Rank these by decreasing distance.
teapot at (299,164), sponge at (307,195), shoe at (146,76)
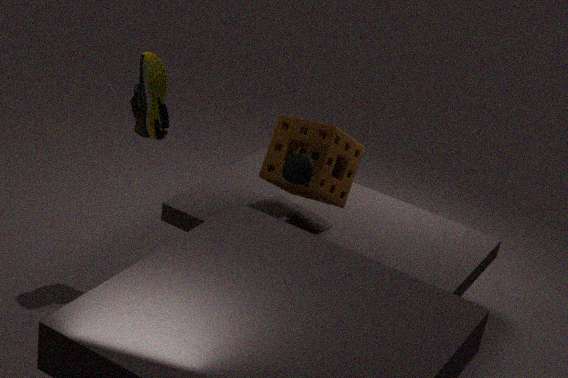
sponge at (307,195) → shoe at (146,76) → teapot at (299,164)
